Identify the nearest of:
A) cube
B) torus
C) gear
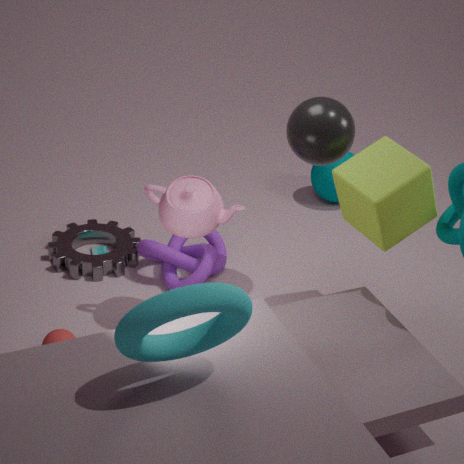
torus
